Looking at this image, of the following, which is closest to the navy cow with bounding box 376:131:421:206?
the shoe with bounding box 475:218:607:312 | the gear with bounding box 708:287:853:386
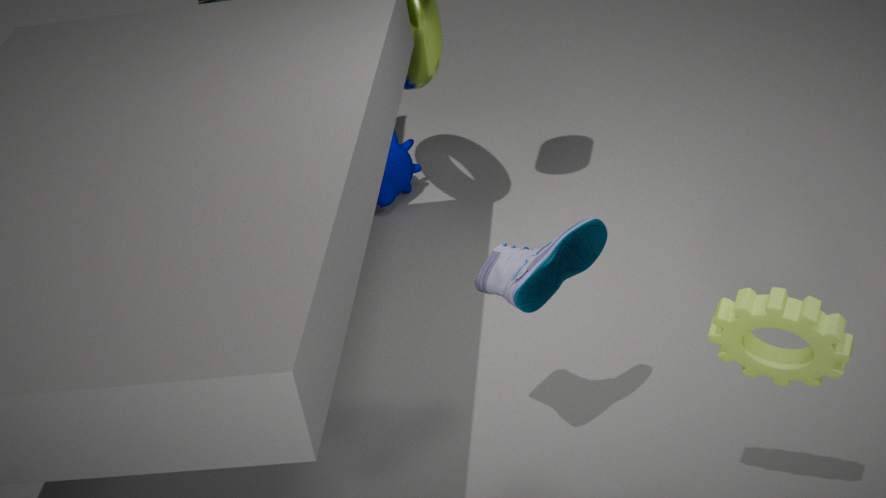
the shoe with bounding box 475:218:607:312
